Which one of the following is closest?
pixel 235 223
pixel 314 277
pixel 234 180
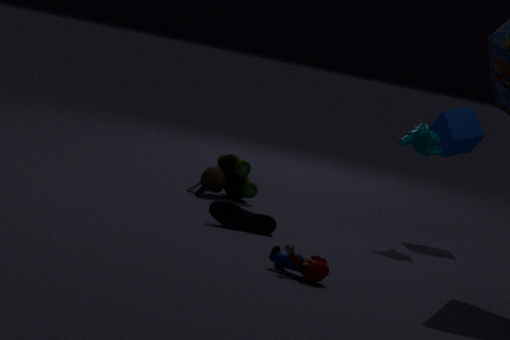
pixel 314 277
